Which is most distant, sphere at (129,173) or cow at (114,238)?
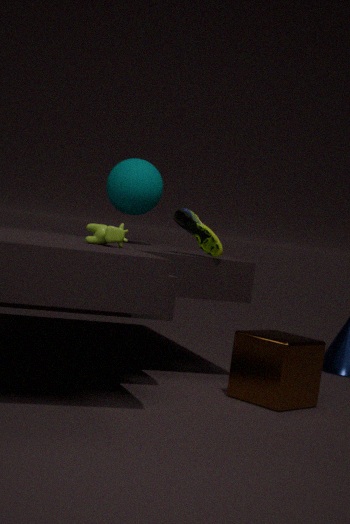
sphere at (129,173)
